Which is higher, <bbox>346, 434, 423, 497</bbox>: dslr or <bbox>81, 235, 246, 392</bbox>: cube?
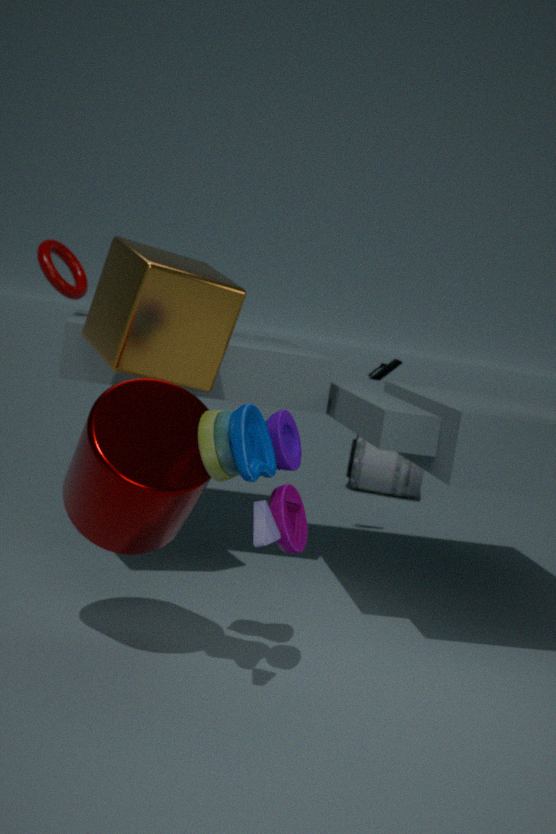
<bbox>81, 235, 246, 392</bbox>: cube
